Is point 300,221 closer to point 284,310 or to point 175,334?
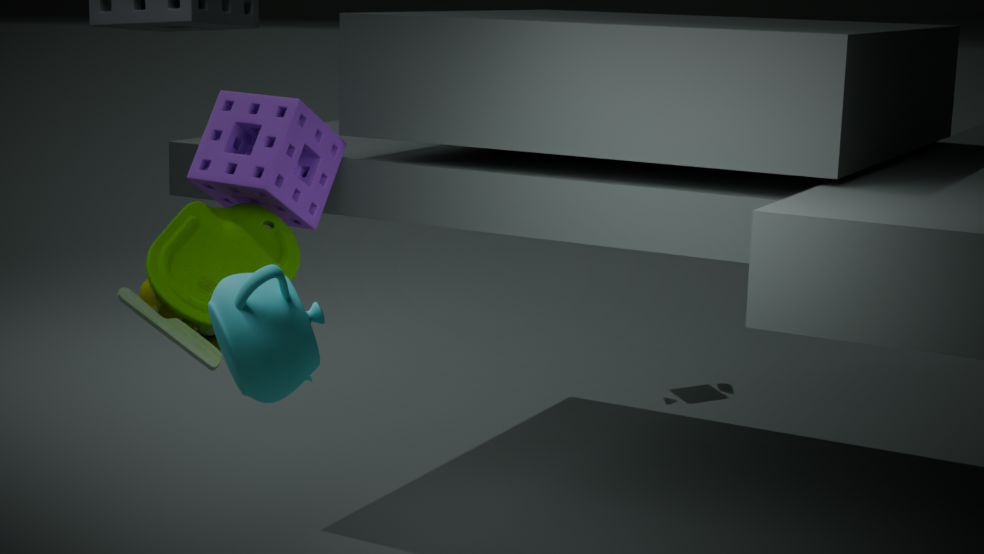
point 175,334
